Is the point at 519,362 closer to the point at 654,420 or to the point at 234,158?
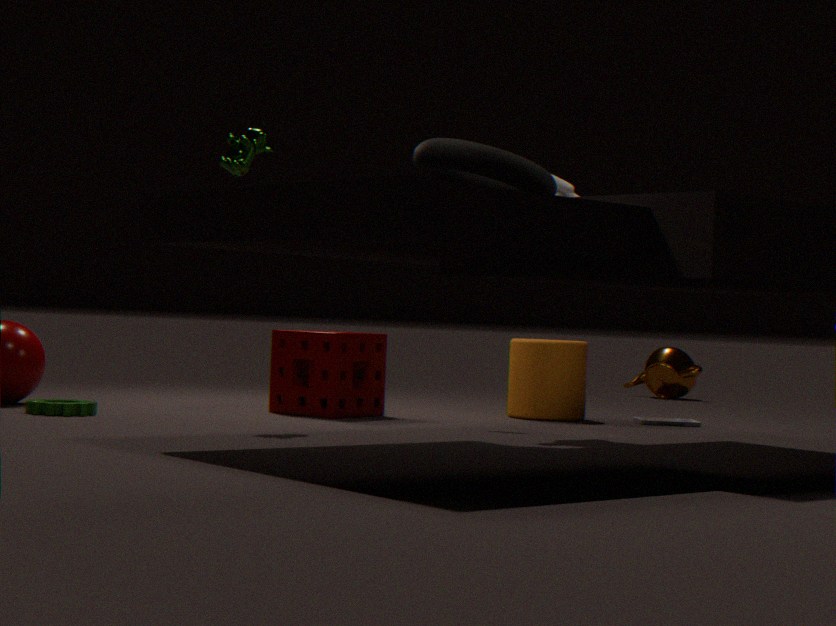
the point at 654,420
